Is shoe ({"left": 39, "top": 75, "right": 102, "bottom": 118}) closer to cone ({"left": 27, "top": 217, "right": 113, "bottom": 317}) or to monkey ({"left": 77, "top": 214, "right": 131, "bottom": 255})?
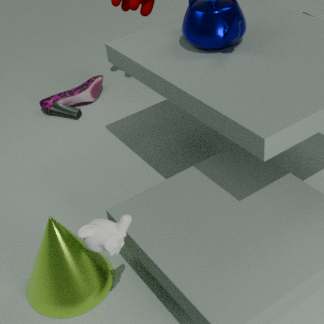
cone ({"left": 27, "top": 217, "right": 113, "bottom": 317})
